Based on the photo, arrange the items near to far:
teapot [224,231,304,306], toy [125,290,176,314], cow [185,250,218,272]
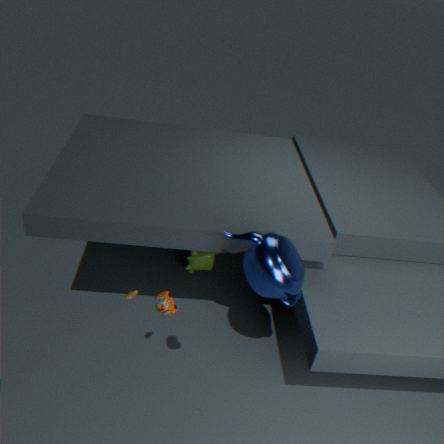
toy [125,290,176,314] < teapot [224,231,304,306] < cow [185,250,218,272]
